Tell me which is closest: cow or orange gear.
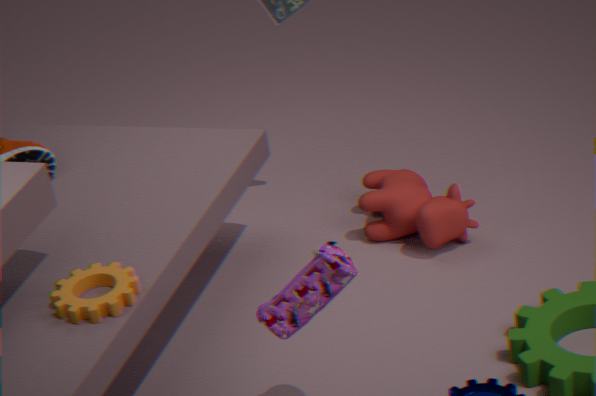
orange gear
